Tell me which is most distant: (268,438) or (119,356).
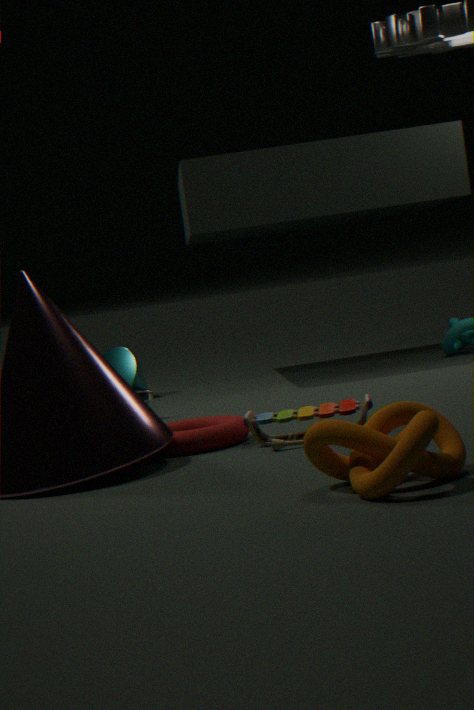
(119,356)
